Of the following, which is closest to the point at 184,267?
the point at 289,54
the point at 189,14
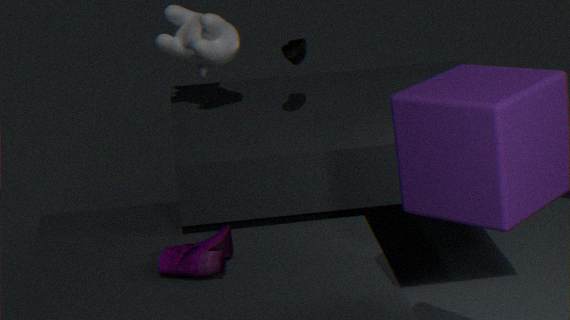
the point at 289,54
